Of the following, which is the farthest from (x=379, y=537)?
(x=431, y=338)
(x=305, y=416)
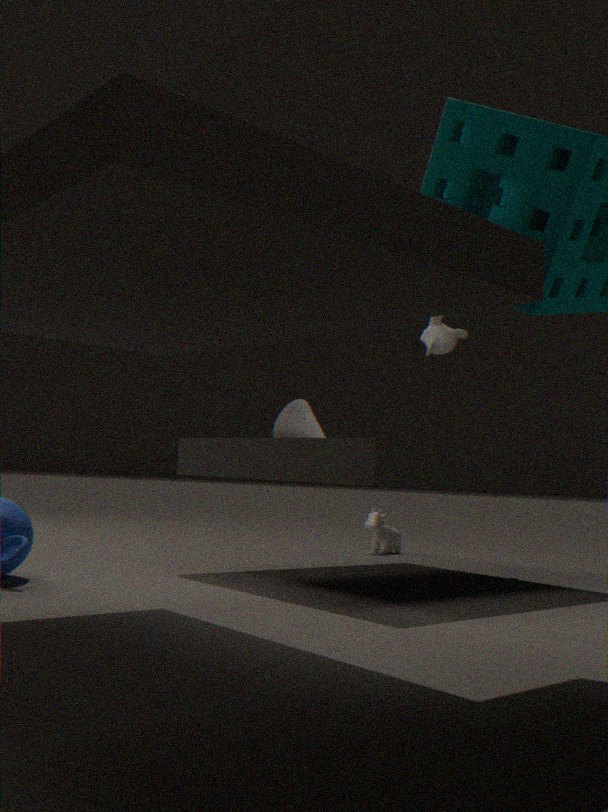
(x=431, y=338)
